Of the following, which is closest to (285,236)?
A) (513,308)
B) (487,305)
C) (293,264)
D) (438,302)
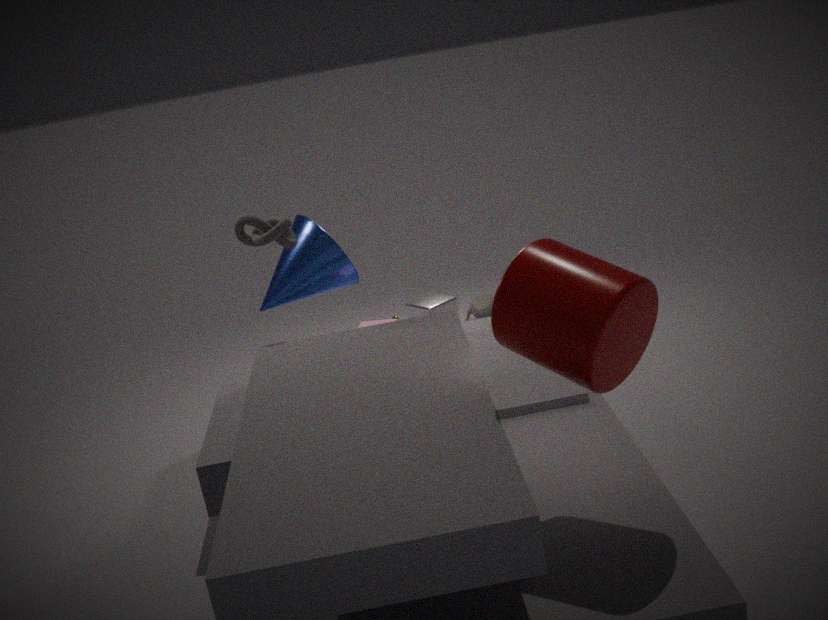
(293,264)
